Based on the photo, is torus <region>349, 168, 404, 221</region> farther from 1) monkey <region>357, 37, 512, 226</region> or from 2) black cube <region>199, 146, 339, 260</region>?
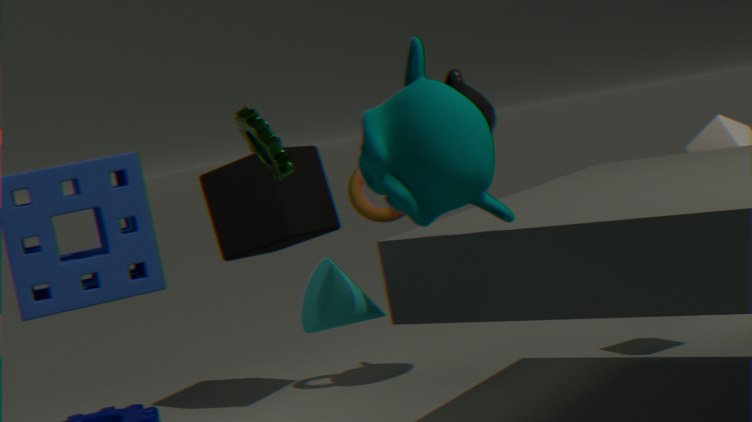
1) monkey <region>357, 37, 512, 226</region>
